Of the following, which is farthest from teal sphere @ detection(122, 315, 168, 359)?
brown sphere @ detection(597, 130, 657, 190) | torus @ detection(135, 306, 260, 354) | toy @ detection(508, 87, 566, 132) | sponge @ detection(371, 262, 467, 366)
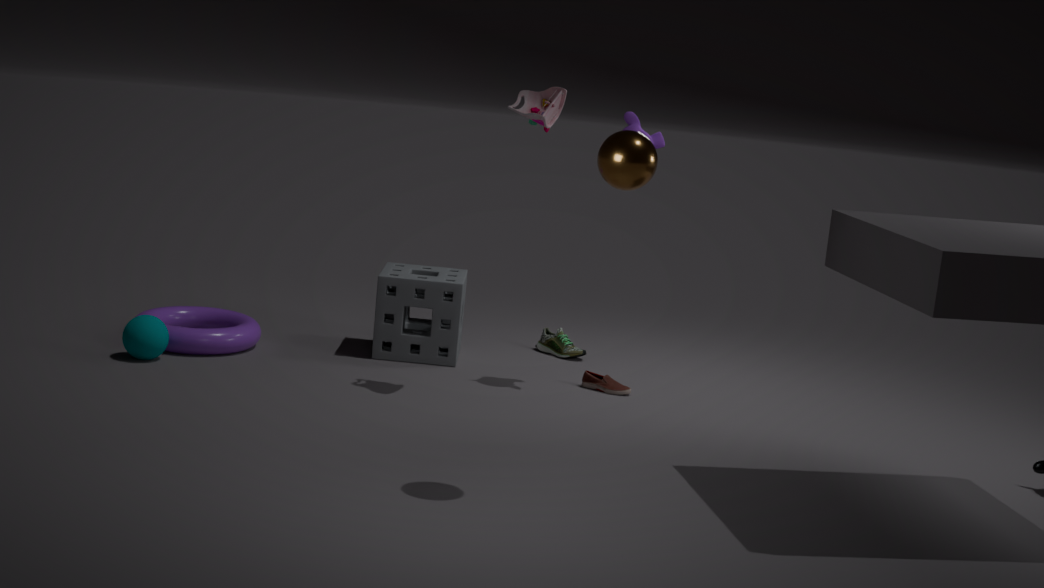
brown sphere @ detection(597, 130, 657, 190)
